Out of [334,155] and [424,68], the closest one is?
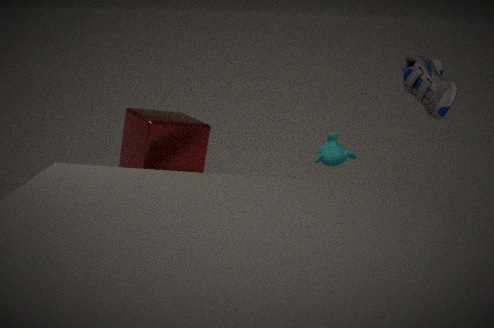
[424,68]
